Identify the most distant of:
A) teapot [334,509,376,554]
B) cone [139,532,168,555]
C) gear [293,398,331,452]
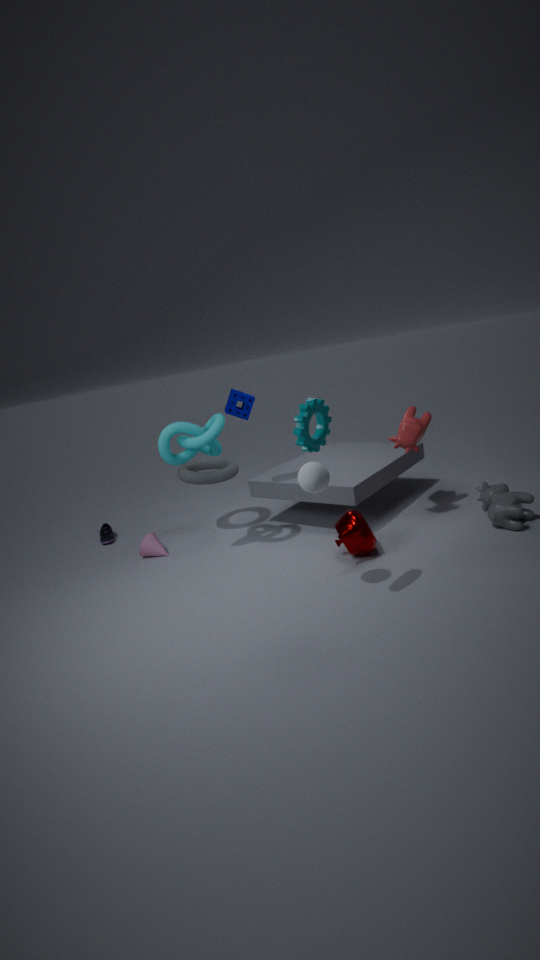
cone [139,532,168,555]
